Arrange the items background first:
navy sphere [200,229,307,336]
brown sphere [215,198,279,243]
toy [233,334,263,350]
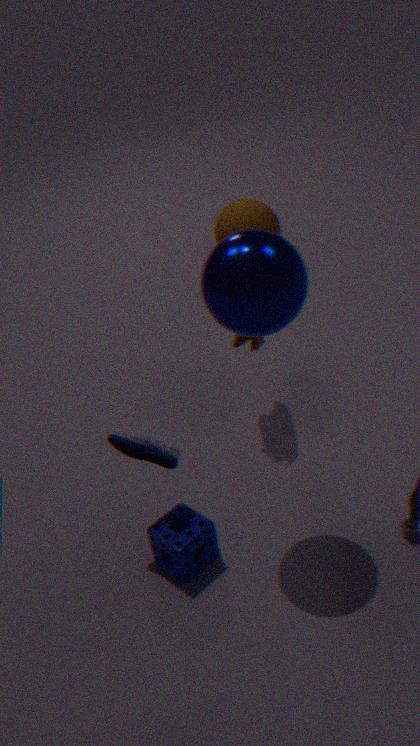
brown sphere [215,198,279,243]
toy [233,334,263,350]
navy sphere [200,229,307,336]
